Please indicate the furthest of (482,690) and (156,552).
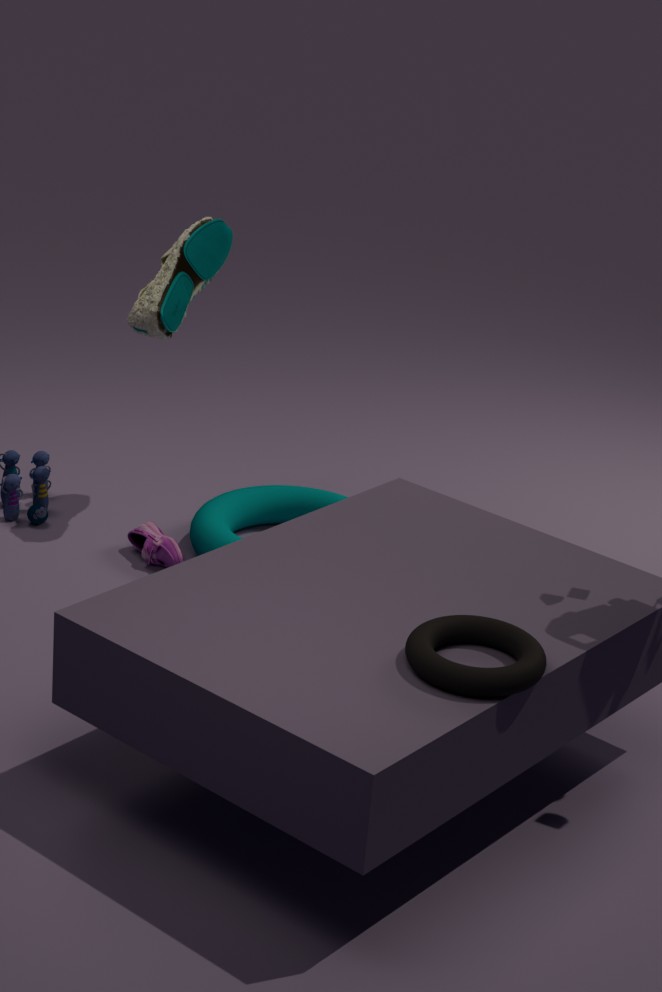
(156,552)
